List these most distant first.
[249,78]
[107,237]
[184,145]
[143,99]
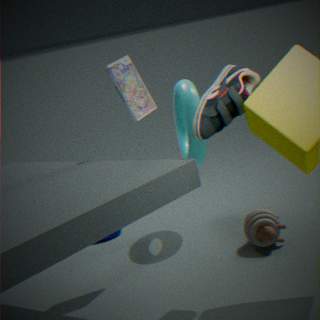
[107,237] < [184,145] < [143,99] < [249,78]
